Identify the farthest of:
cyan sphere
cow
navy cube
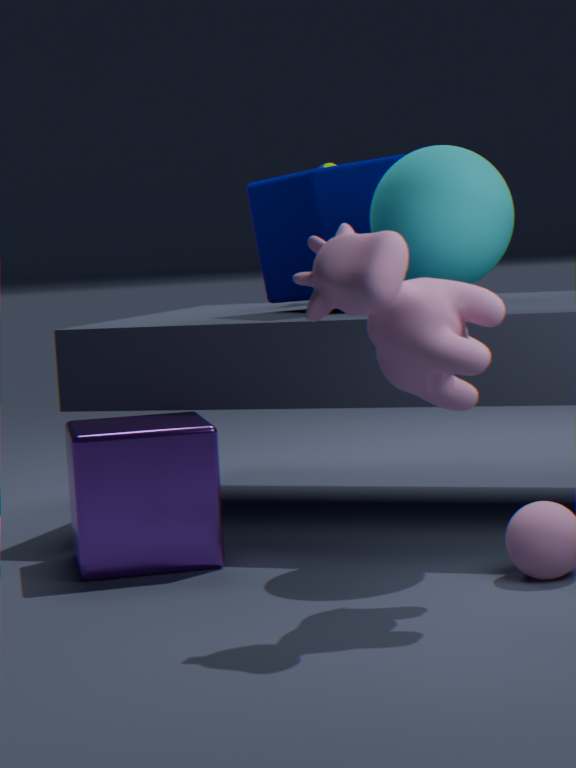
navy cube
